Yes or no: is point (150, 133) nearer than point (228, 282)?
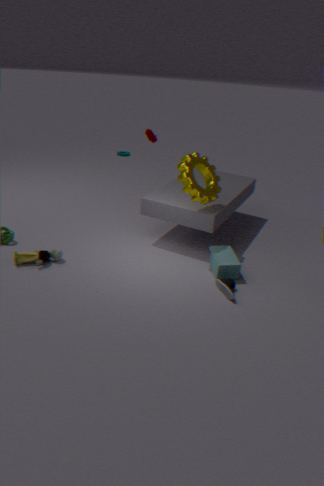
No
